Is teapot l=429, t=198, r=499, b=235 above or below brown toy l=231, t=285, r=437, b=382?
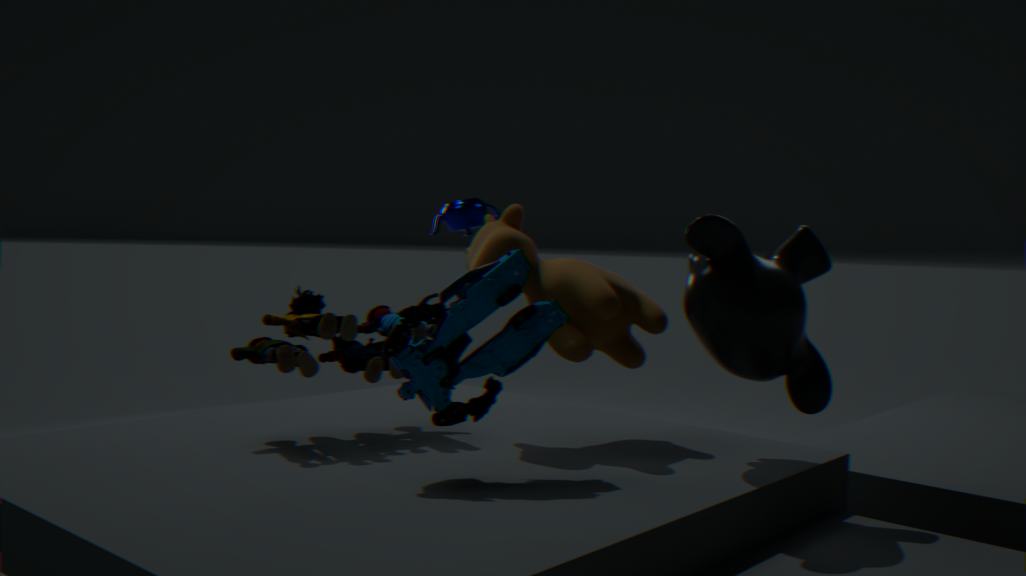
above
